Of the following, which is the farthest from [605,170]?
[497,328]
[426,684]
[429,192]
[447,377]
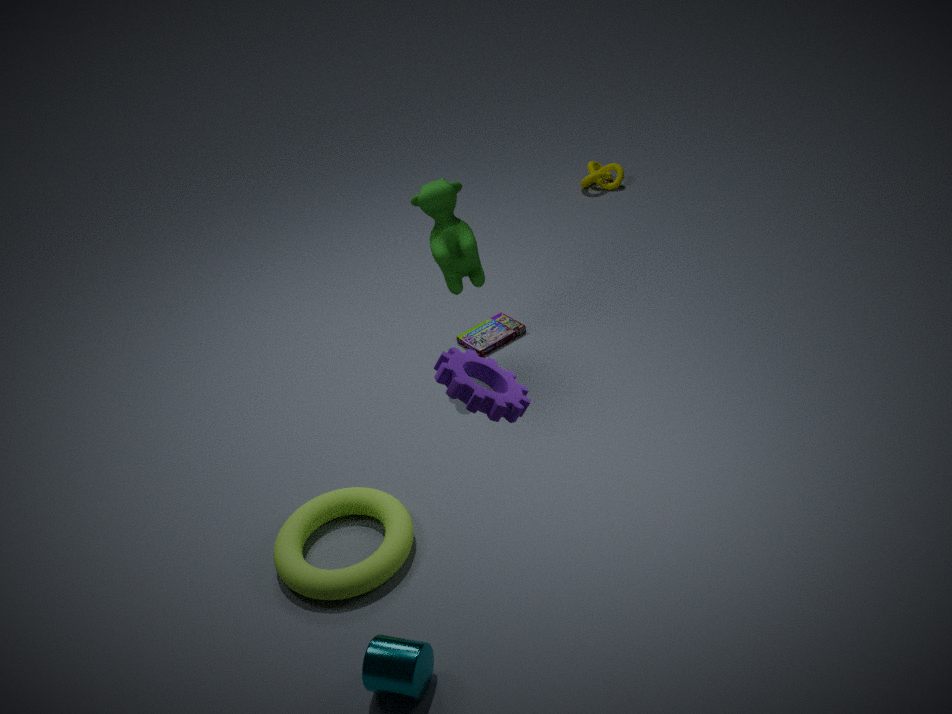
[426,684]
